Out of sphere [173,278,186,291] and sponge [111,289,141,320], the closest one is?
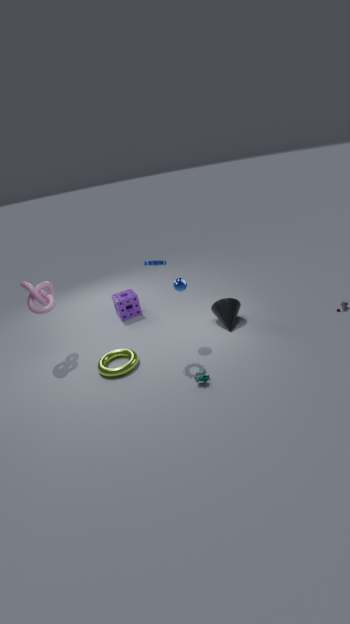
sphere [173,278,186,291]
